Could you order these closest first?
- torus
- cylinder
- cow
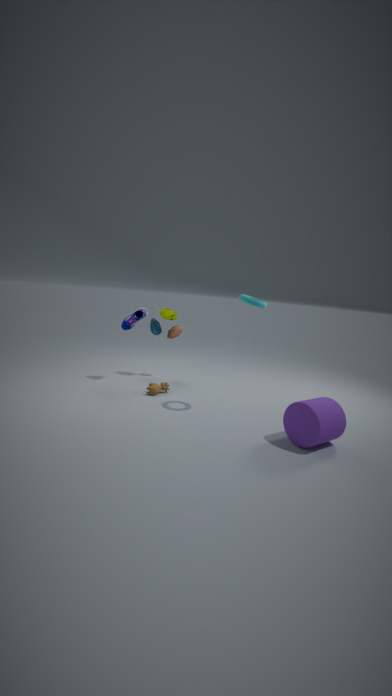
cylinder, torus, cow
